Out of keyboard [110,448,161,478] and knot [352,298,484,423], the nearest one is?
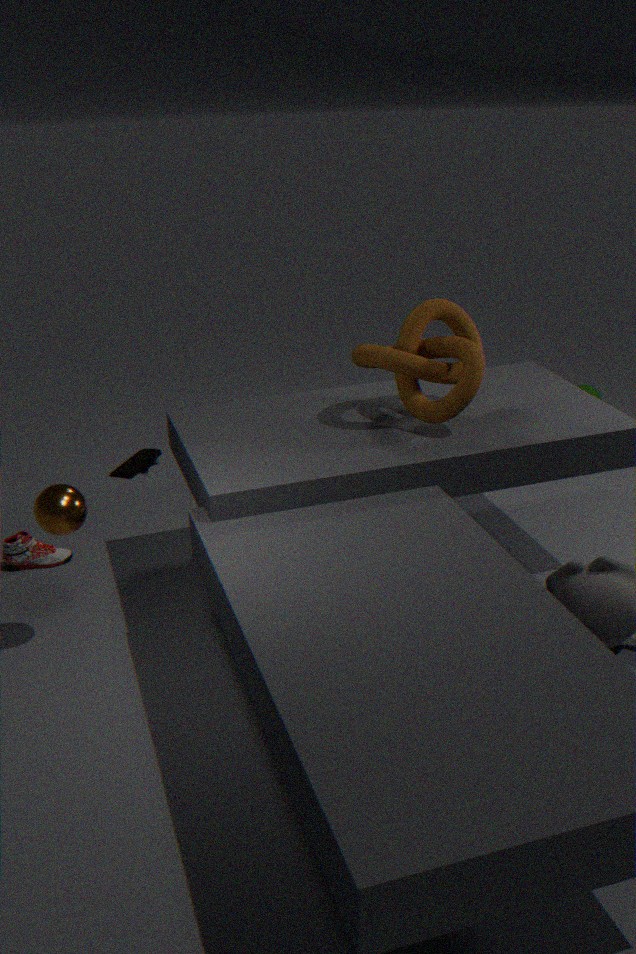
knot [352,298,484,423]
